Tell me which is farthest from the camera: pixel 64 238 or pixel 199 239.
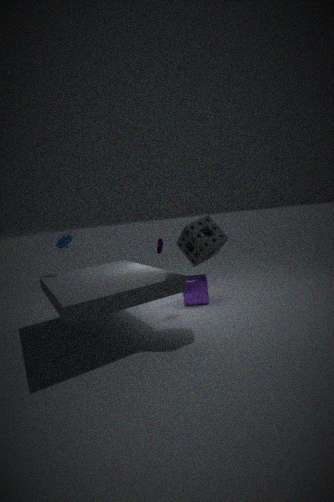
pixel 64 238
